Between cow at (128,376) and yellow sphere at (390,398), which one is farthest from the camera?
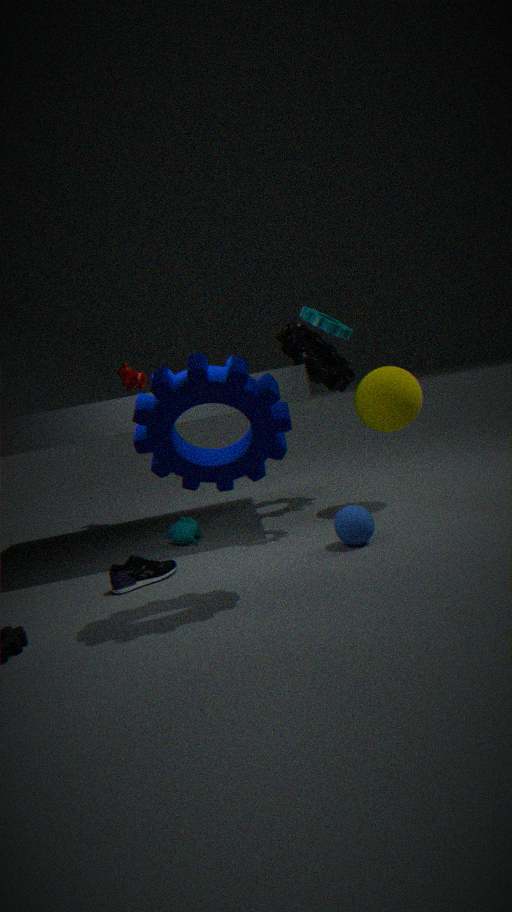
cow at (128,376)
